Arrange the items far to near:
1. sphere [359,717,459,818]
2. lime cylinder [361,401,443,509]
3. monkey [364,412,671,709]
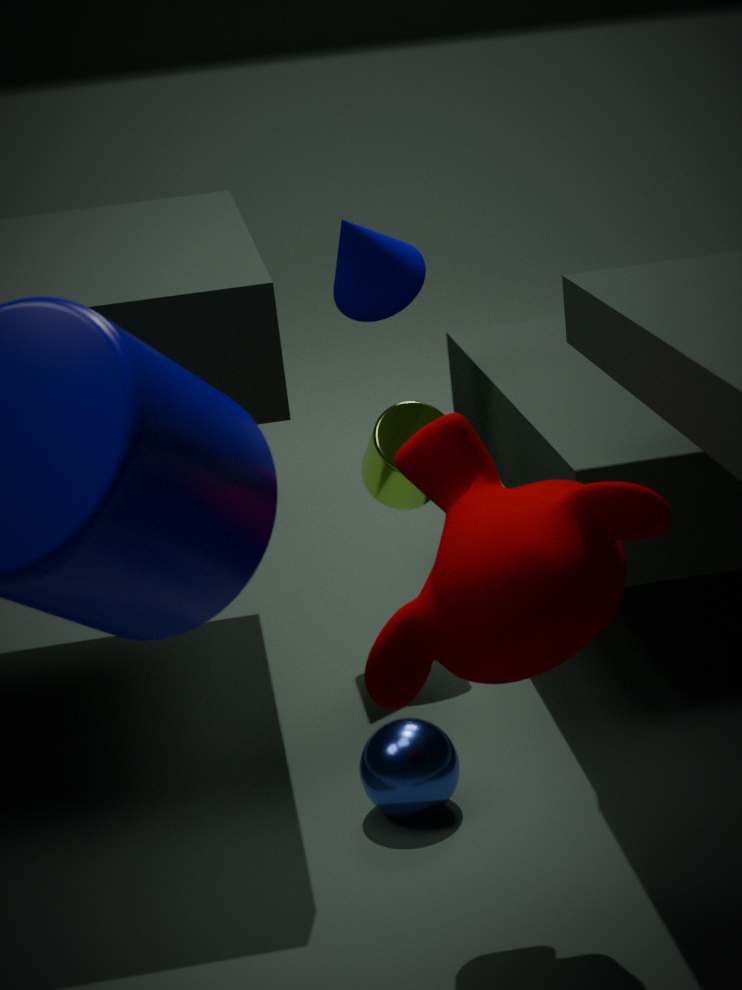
lime cylinder [361,401,443,509] < sphere [359,717,459,818] < monkey [364,412,671,709]
